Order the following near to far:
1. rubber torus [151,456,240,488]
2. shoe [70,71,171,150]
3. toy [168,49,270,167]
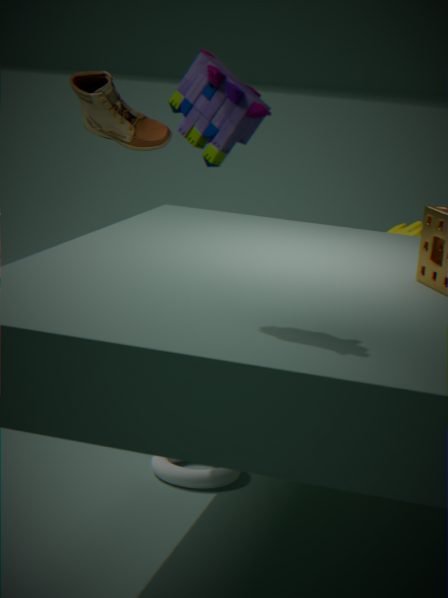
1. toy [168,49,270,167]
2. rubber torus [151,456,240,488]
3. shoe [70,71,171,150]
